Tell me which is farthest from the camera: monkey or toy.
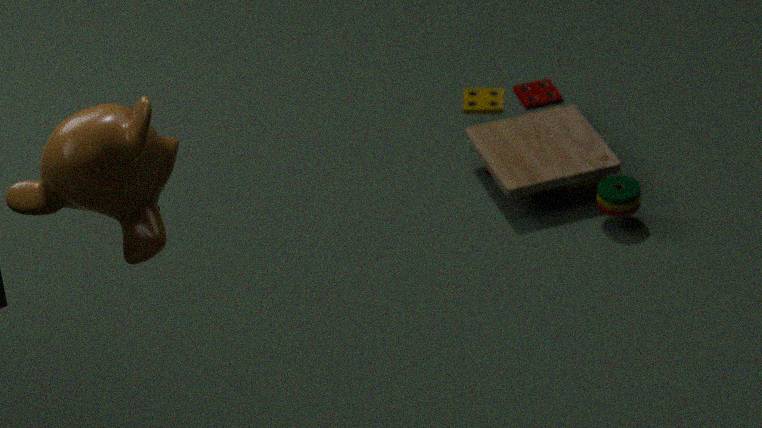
toy
